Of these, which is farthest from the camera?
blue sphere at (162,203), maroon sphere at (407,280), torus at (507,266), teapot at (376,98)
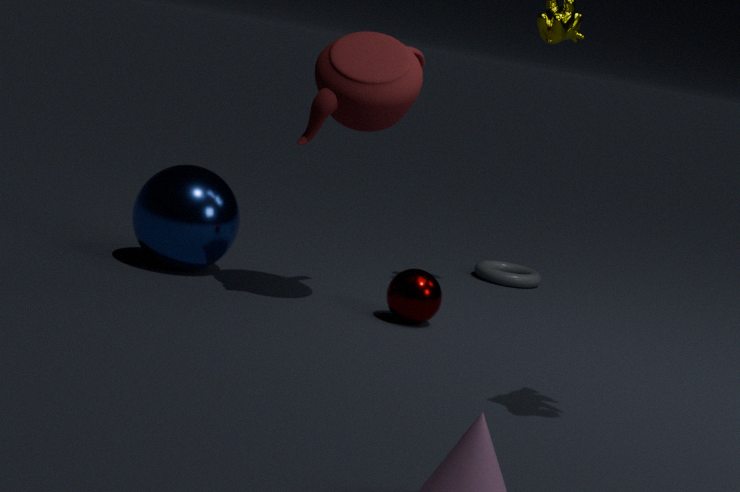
torus at (507,266)
